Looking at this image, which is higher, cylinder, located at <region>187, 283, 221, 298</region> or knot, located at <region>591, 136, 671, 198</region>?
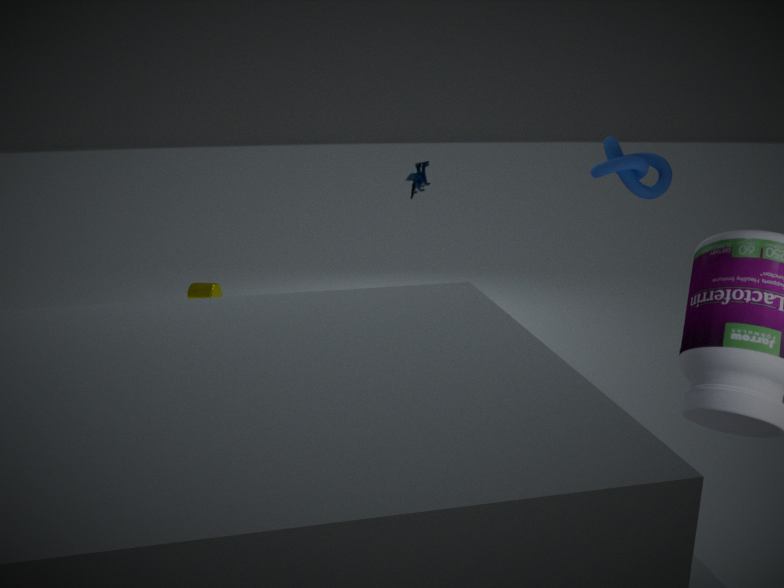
knot, located at <region>591, 136, 671, 198</region>
